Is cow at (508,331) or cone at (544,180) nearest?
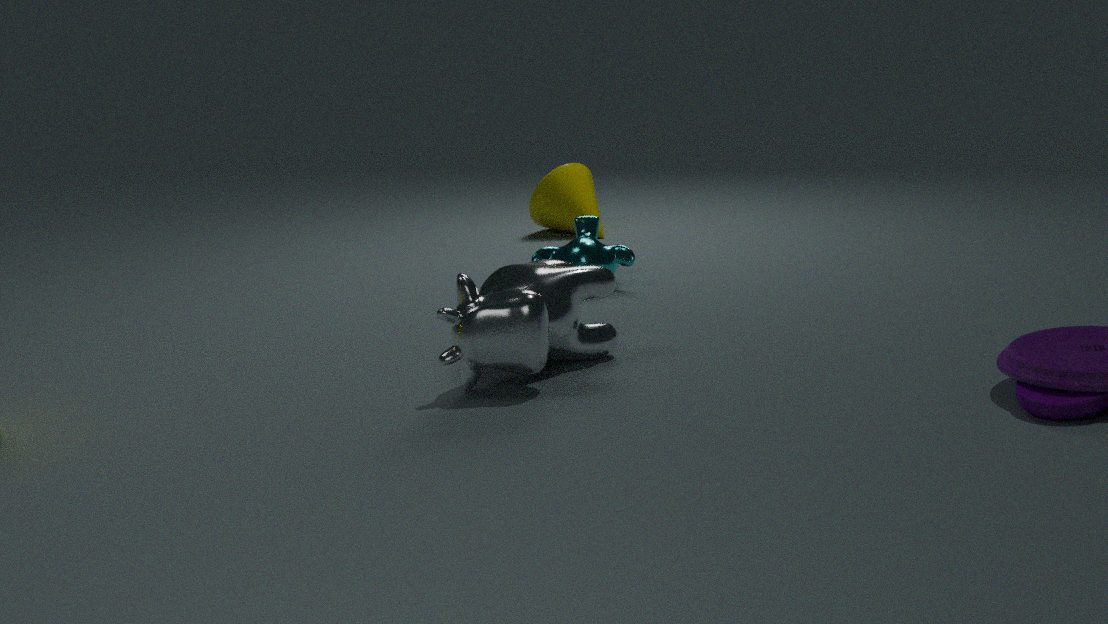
cow at (508,331)
